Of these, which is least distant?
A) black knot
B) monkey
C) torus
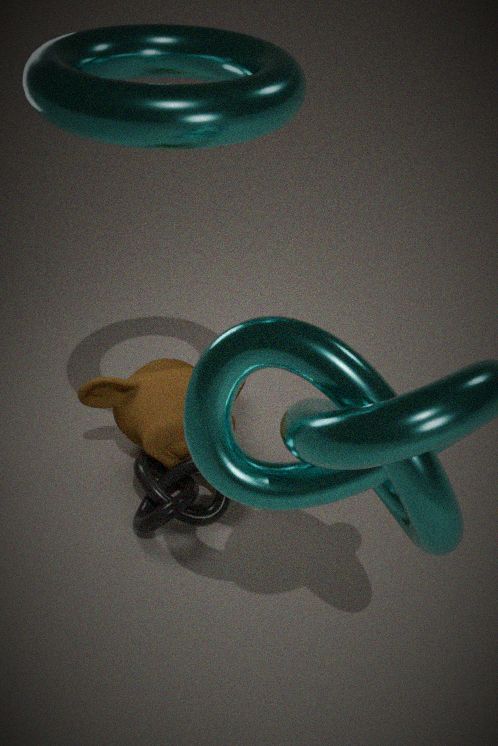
torus
